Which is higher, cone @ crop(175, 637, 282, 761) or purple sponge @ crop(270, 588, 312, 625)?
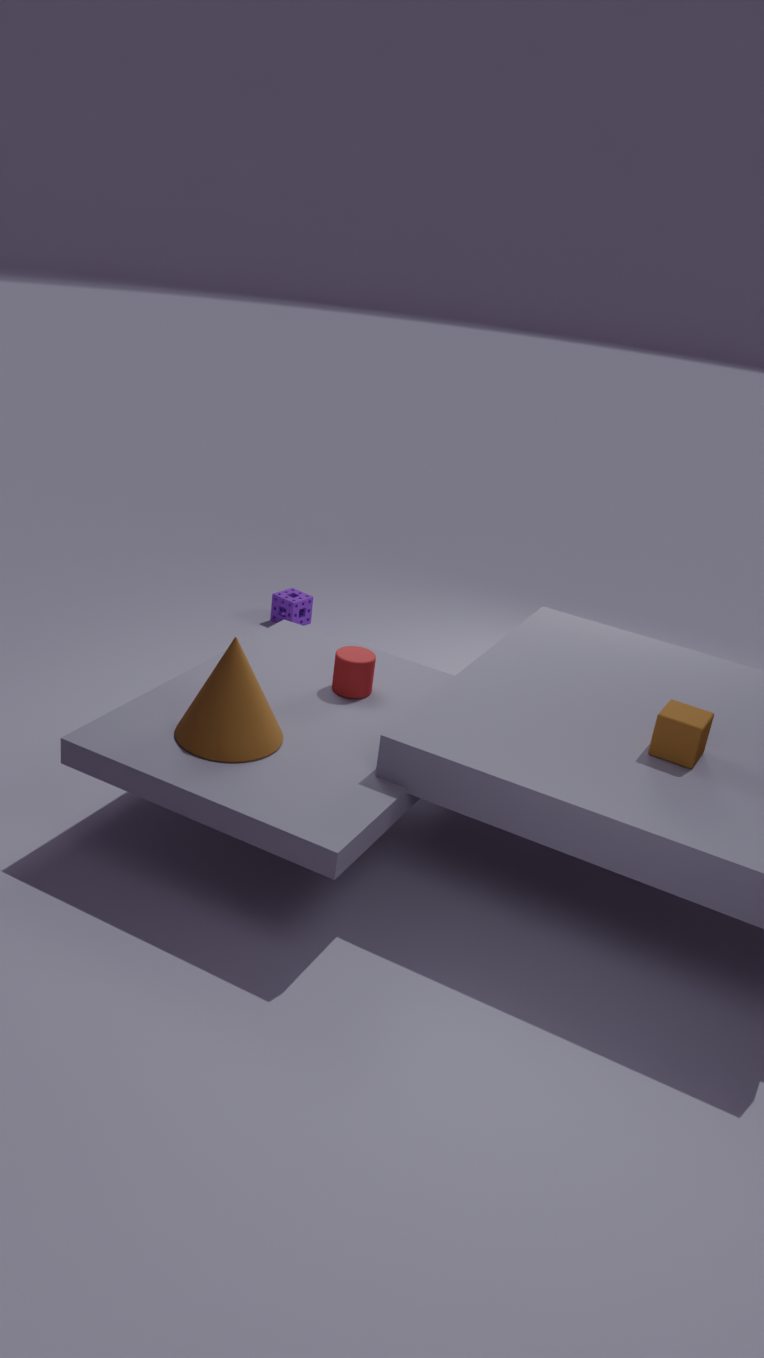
cone @ crop(175, 637, 282, 761)
